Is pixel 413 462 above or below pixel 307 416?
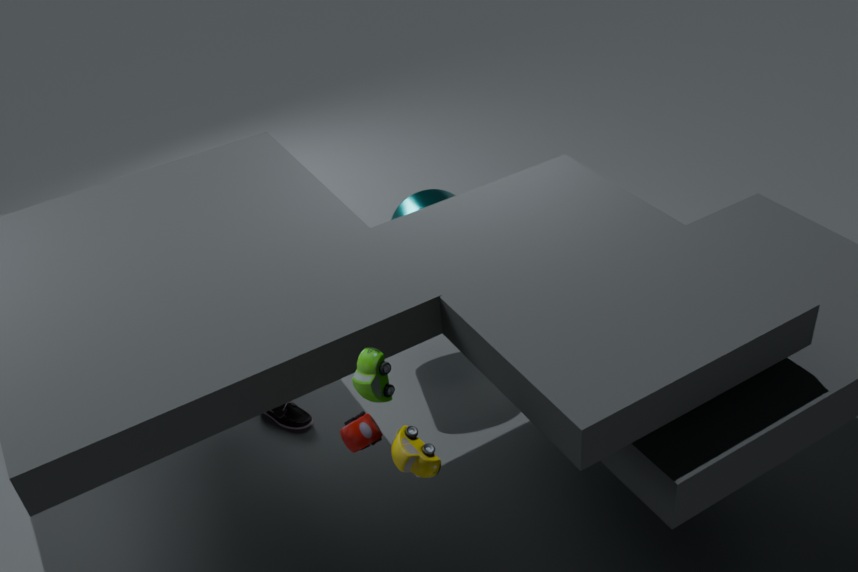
above
